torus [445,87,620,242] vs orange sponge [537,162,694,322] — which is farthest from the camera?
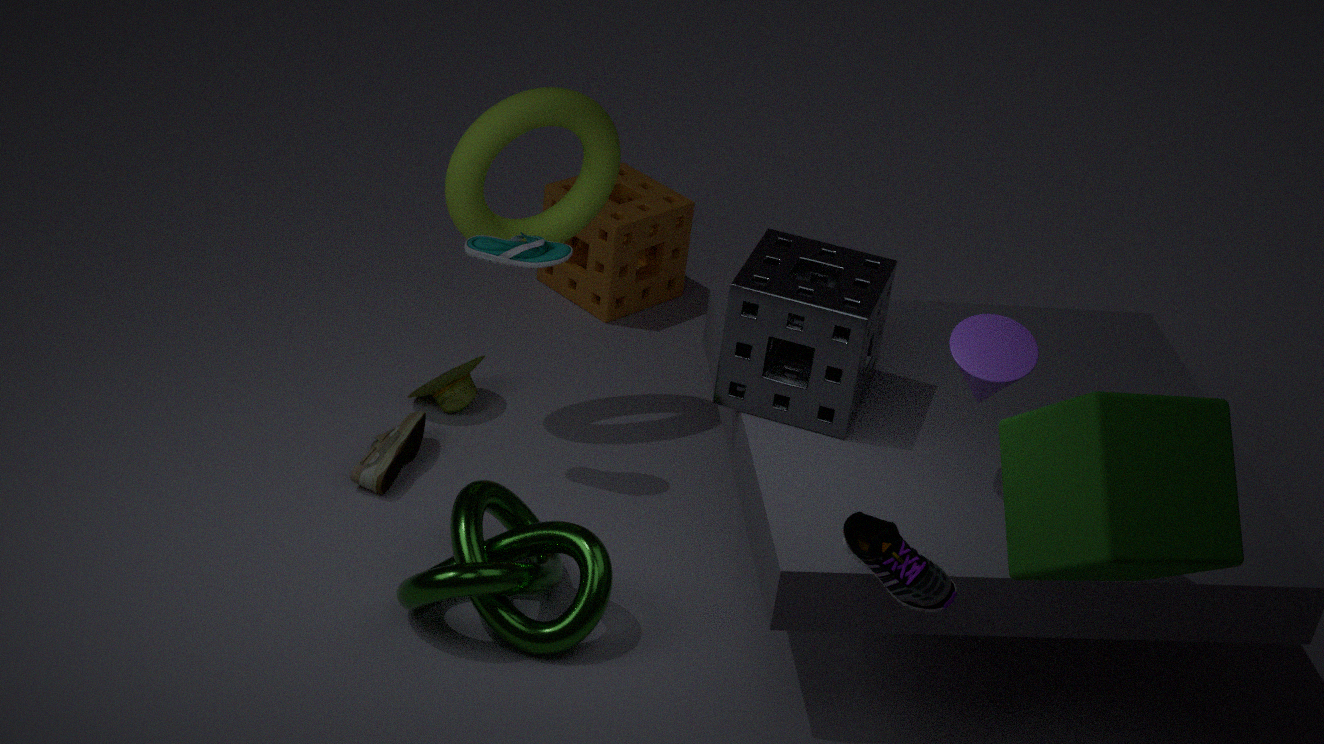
orange sponge [537,162,694,322]
